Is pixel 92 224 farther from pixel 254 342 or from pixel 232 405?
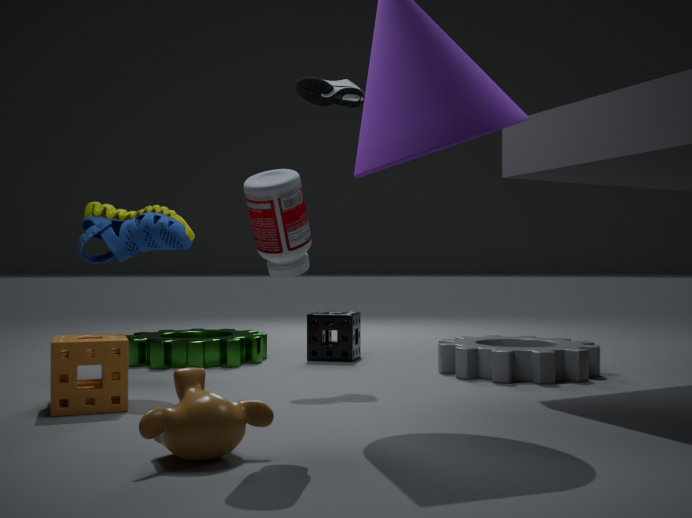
pixel 232 405
